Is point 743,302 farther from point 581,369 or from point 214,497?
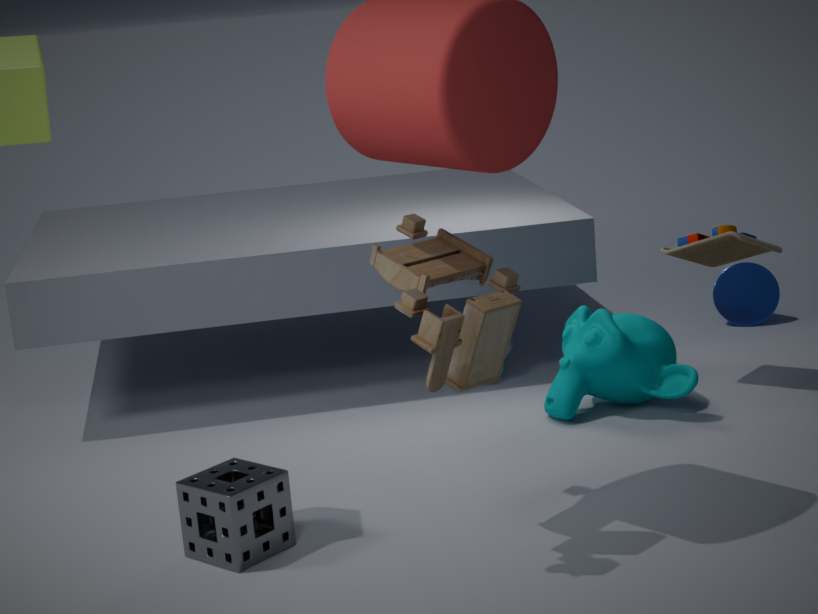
point 214,497
